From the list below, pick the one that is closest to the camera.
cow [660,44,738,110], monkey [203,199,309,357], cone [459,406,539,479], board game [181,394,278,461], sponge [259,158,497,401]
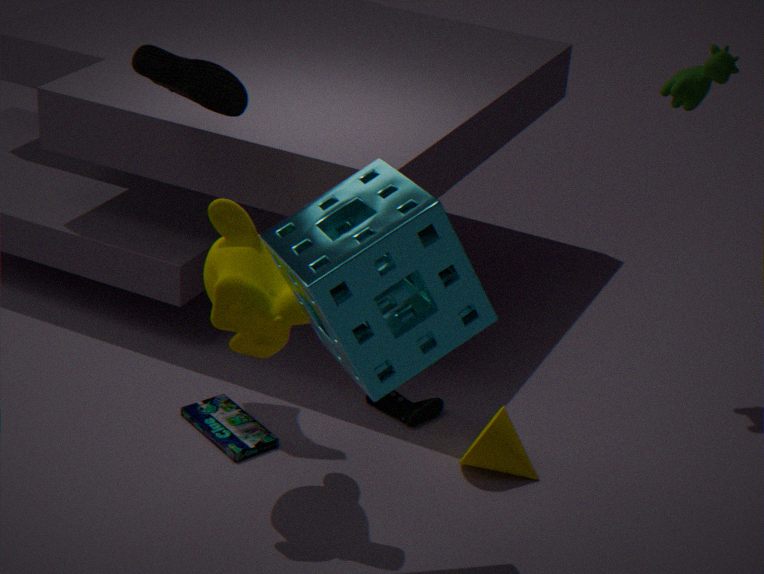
sponge [259,158,497,401]
